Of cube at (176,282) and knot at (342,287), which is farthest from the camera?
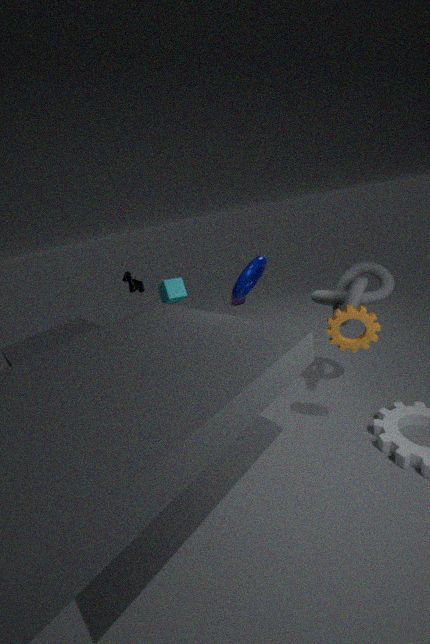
cube at (176,282)
